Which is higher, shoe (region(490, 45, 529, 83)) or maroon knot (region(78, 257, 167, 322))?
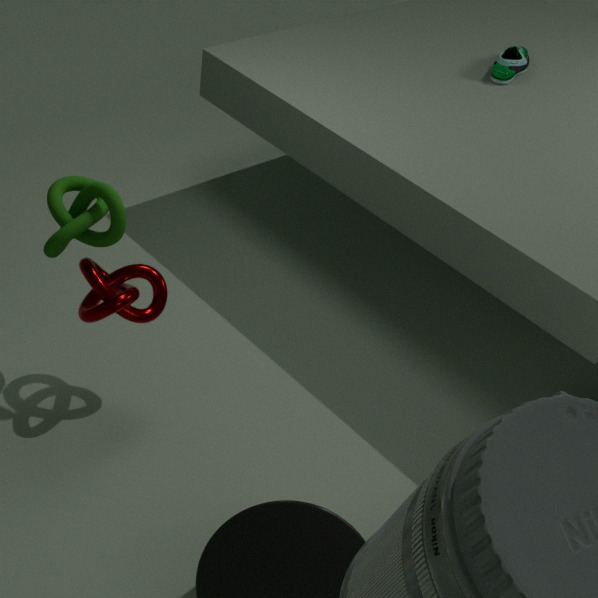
shoe (region(490, 45, 529, 83))
